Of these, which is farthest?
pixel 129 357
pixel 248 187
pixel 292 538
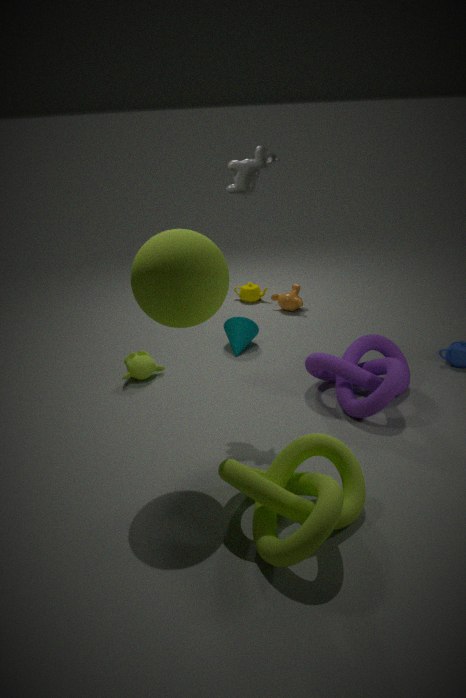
pixel 129 357
